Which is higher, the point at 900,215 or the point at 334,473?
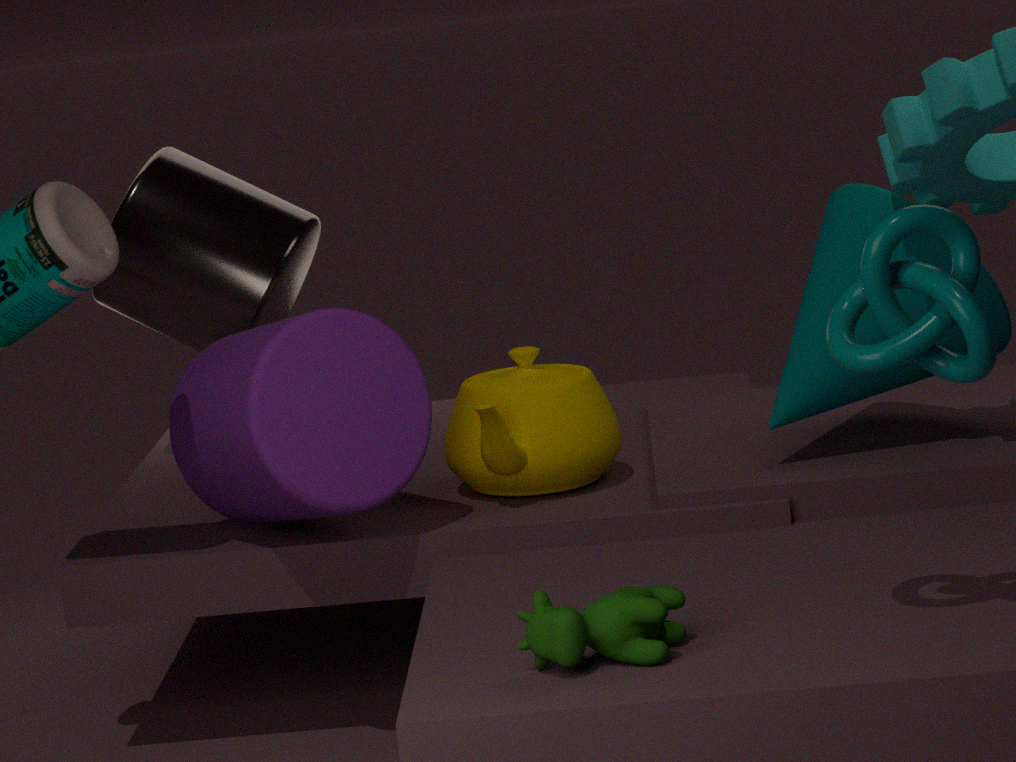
the point at 900,215
